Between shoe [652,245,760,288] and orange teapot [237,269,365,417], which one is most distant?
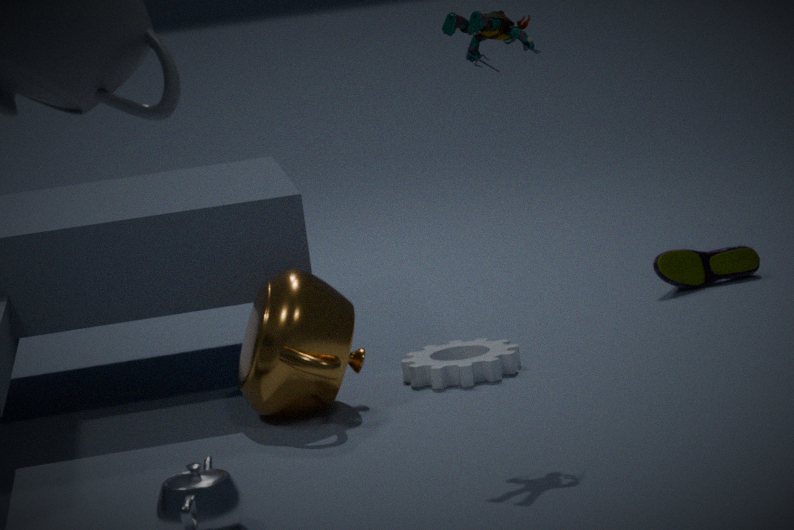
A: shoe [652,245,760,288]
